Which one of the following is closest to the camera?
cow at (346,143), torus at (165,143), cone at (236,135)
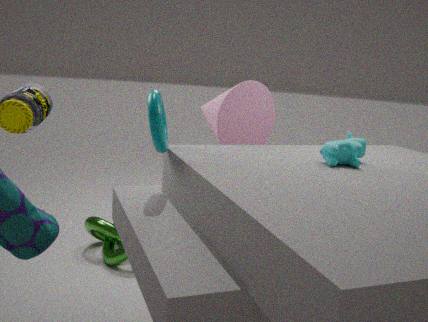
torus at (165,143)
